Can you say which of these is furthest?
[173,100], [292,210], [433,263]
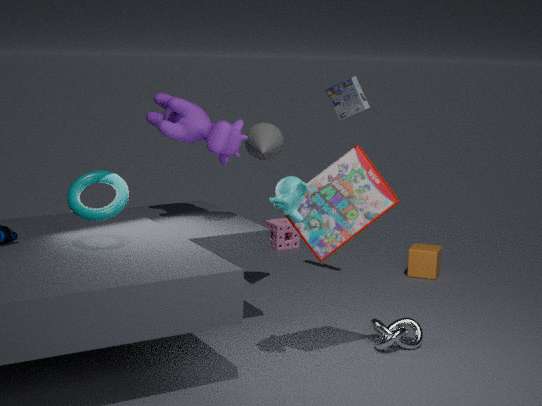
[433,263]
